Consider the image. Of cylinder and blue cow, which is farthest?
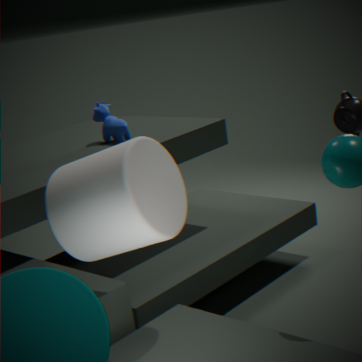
blue cow
